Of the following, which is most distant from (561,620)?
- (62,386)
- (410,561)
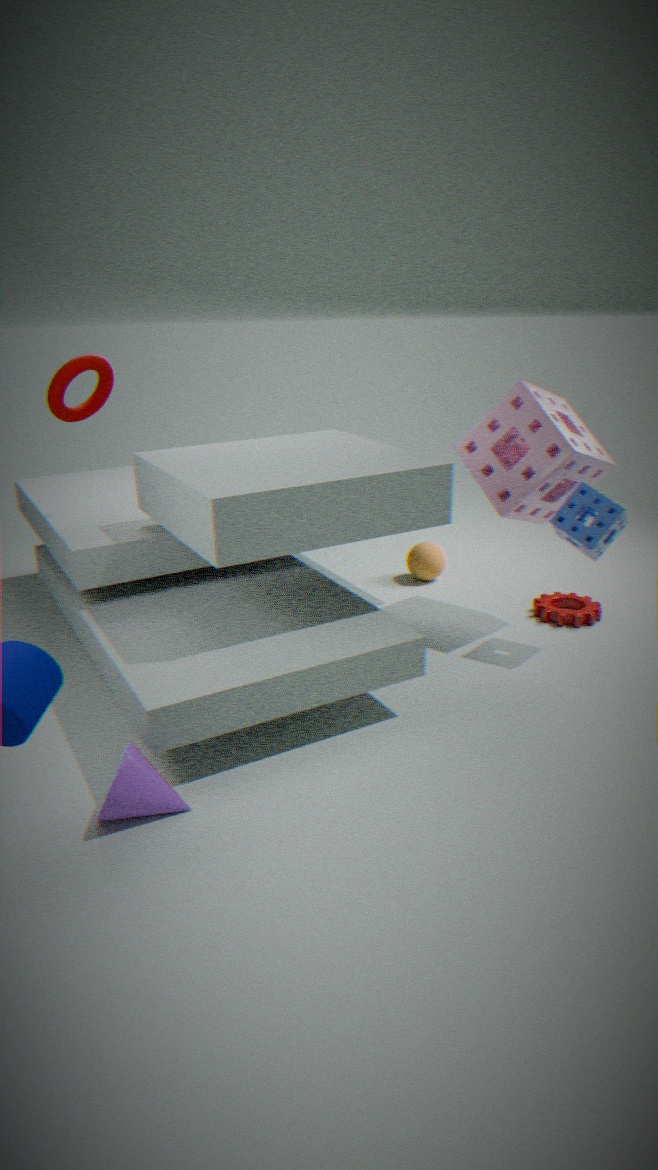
(62,386)
